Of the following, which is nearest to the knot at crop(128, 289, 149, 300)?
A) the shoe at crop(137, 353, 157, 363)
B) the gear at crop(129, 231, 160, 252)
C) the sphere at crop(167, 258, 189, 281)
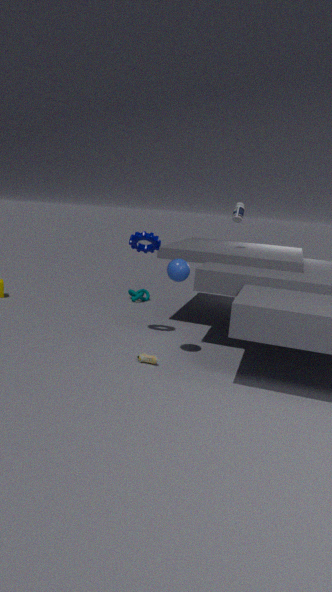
the gear at crop(129, 231, 160, 252)
